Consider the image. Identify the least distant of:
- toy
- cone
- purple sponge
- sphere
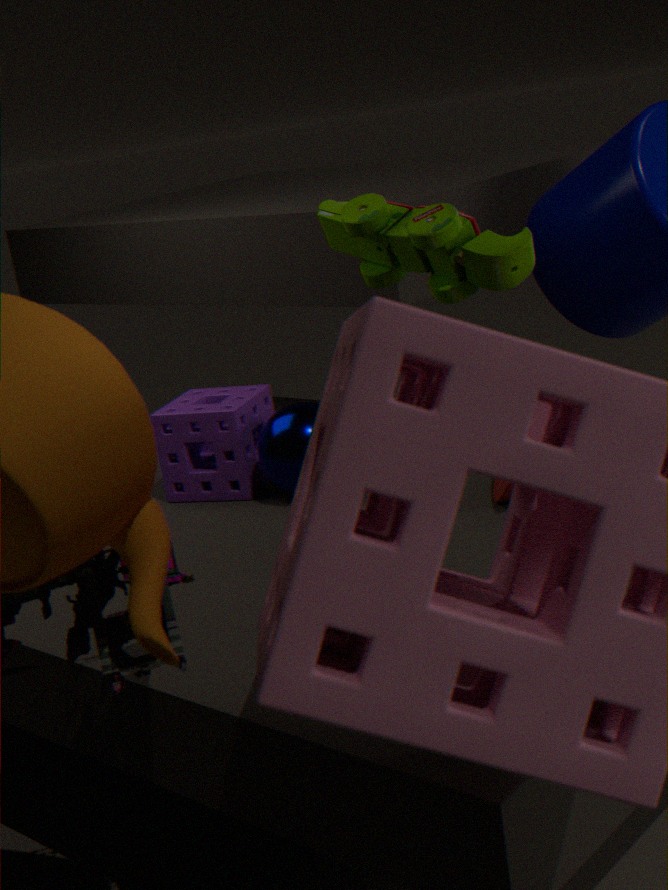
toy
